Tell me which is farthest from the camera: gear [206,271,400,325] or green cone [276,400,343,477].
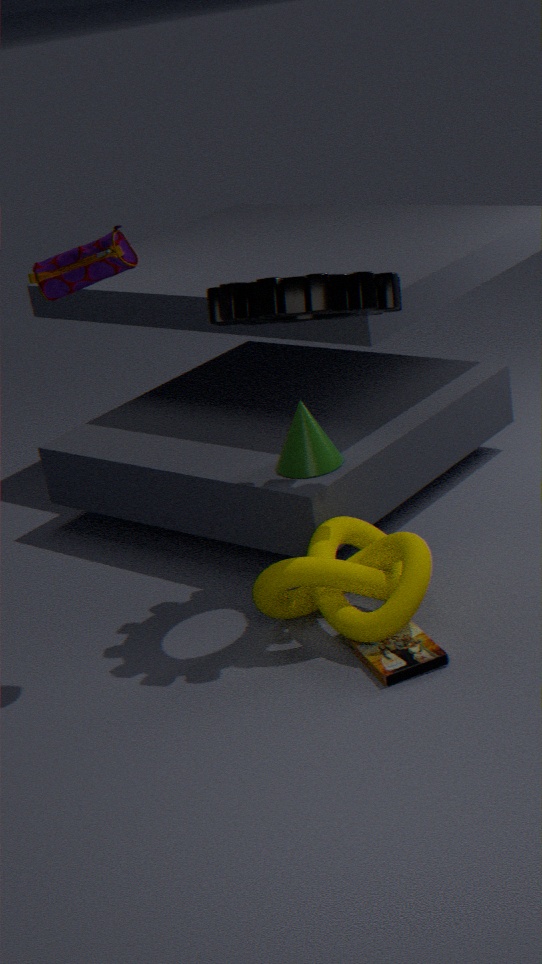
green cone [276,400,343,477]
